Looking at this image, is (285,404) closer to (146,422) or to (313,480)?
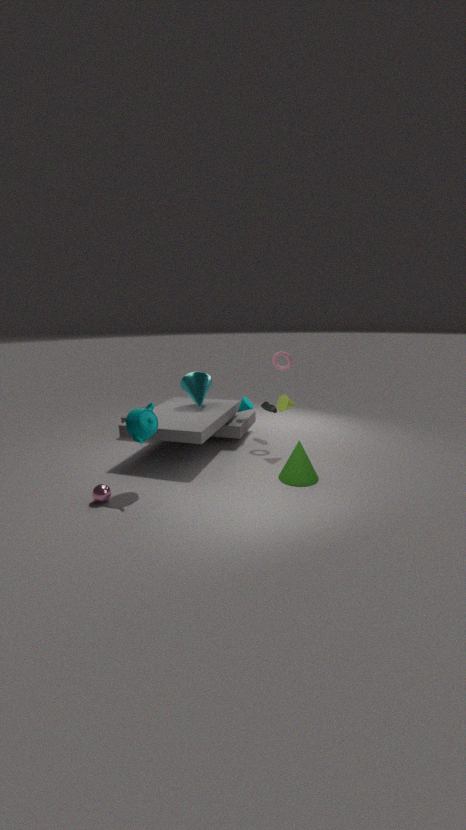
(313,480)
